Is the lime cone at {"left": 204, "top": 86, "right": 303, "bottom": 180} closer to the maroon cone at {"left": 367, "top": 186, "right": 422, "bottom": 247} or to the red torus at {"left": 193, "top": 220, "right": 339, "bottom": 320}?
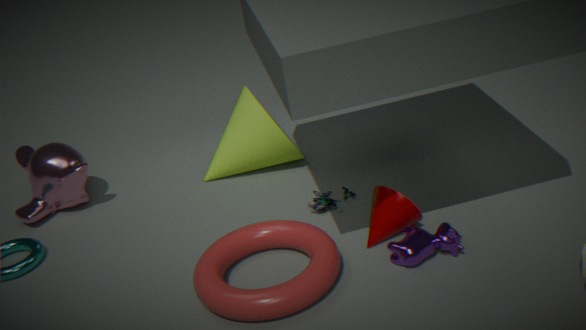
the red torus at {"left": 193, "top": 220, "right": 339, "bottom": 320}
